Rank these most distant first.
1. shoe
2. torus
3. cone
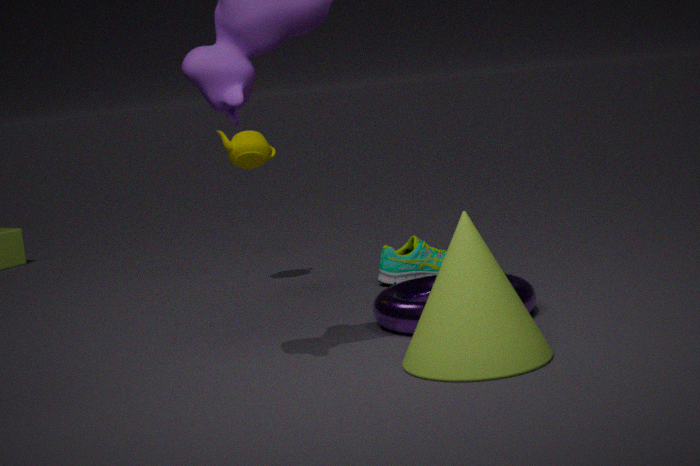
shoe → torus → cone
